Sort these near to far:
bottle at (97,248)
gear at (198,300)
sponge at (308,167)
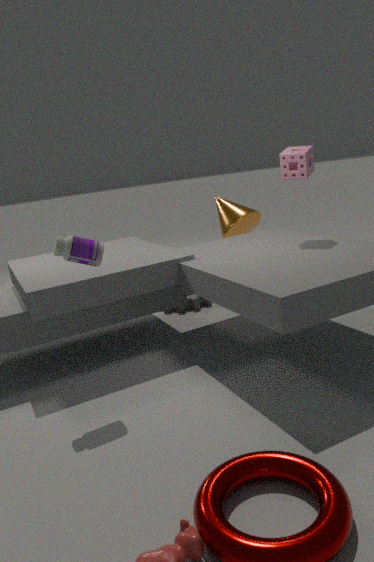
bottle at (97,248)
sponge at (308,167)
gear at (198,300)
